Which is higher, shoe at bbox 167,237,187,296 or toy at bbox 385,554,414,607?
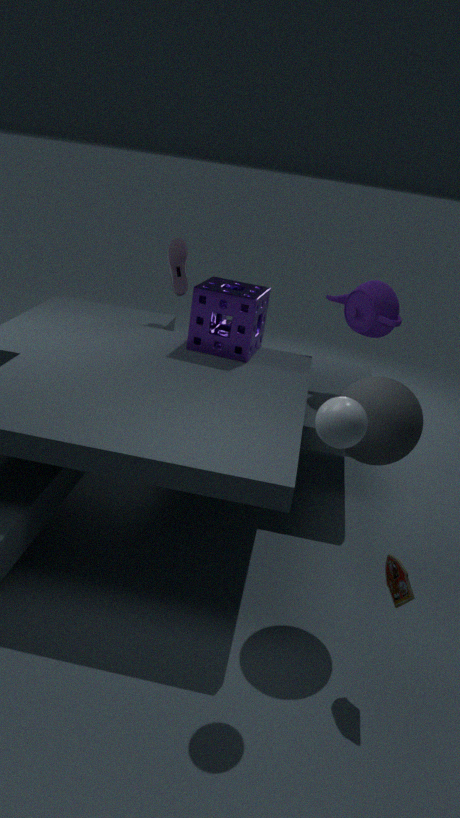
shoe at bbox 167,237,187,296
